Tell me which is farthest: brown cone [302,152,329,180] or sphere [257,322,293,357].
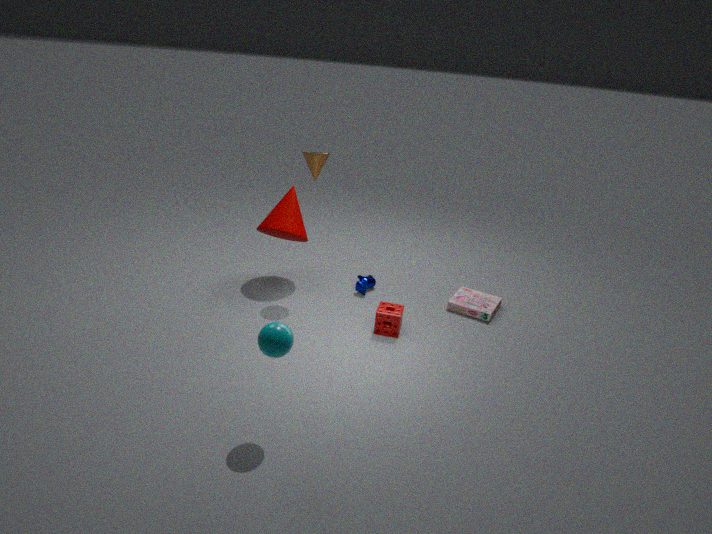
brown cone [302,152,329,180]
